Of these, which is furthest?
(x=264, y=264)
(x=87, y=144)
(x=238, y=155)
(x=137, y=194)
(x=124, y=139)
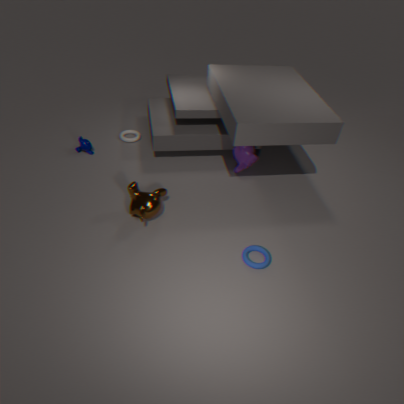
(x=124, y=139)
